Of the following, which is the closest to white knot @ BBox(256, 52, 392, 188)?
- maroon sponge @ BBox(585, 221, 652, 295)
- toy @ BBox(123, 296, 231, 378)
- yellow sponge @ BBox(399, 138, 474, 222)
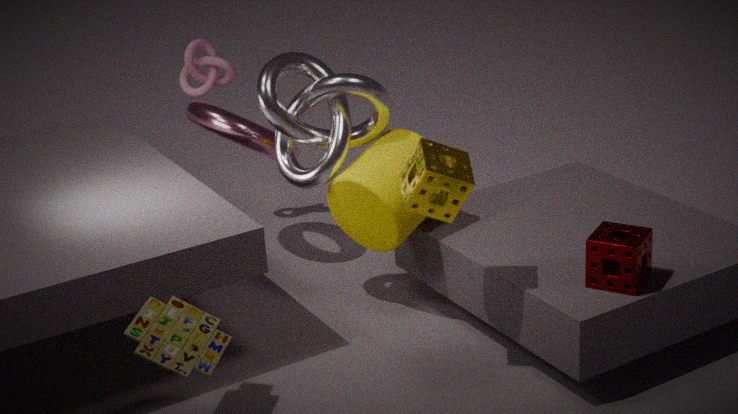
yellow sponge @ BBox(399, 138, 474, 222)
